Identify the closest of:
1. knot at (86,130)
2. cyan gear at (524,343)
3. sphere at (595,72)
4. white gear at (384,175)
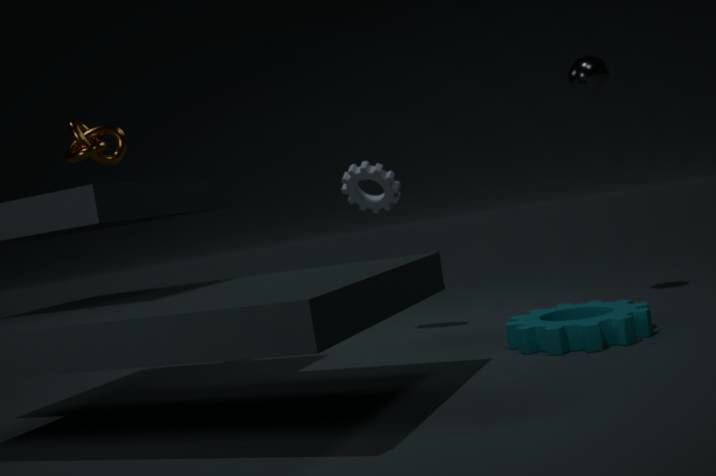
cyan gear at (524,343)
